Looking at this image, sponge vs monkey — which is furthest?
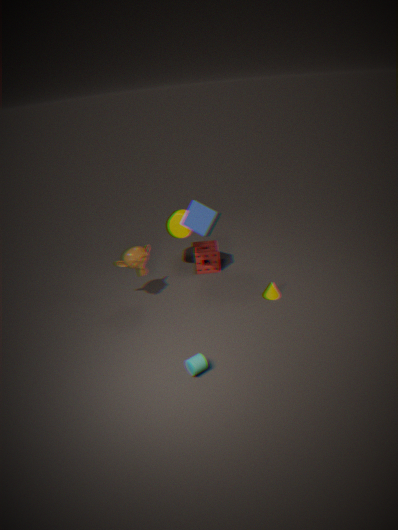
sponge
